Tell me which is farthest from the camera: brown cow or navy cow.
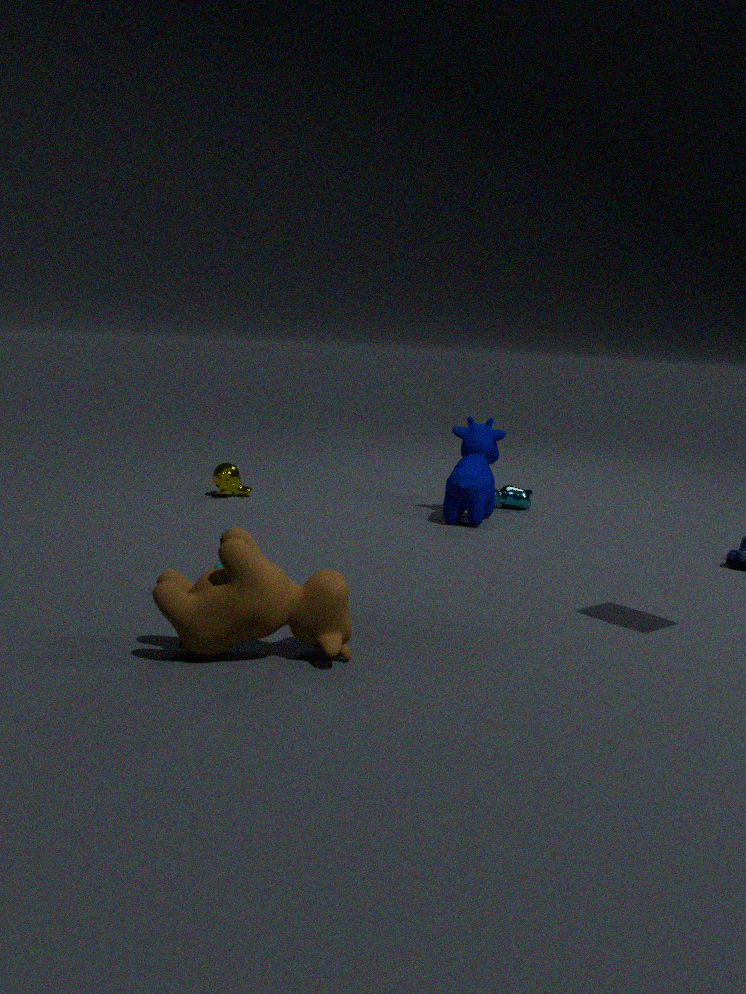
navy cow
